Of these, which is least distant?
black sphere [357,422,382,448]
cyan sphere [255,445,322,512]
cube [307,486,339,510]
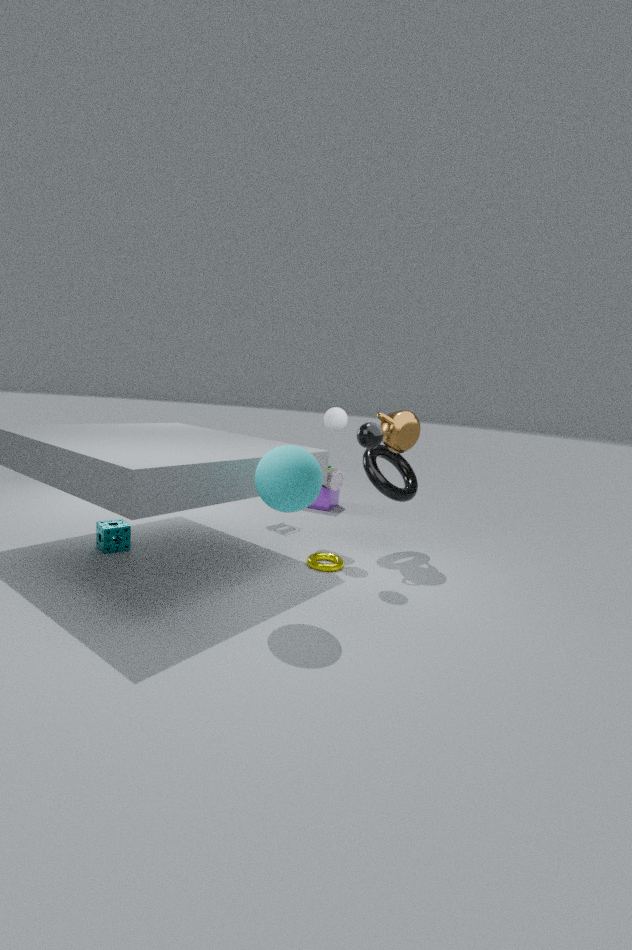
cyan sphere [255,445,322,512]
